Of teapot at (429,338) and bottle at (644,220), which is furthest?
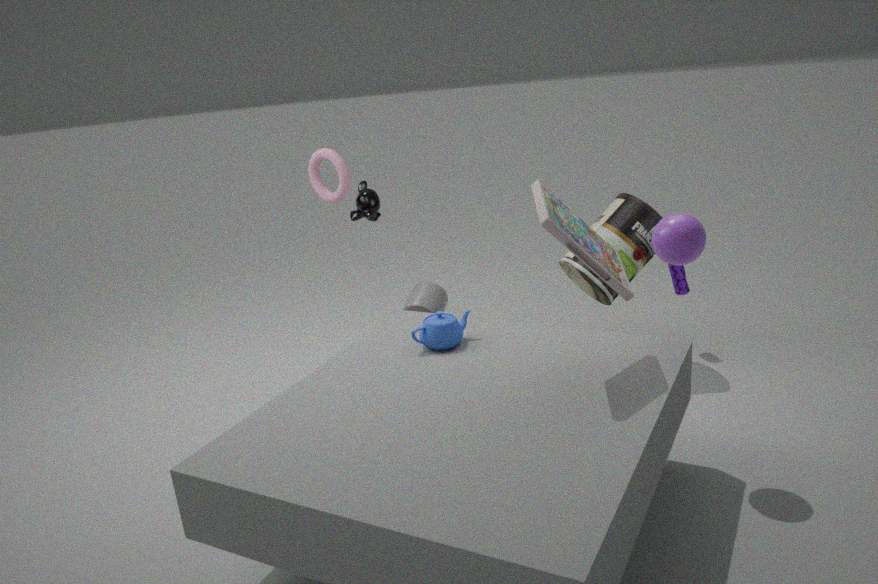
bottle at (644,220)
